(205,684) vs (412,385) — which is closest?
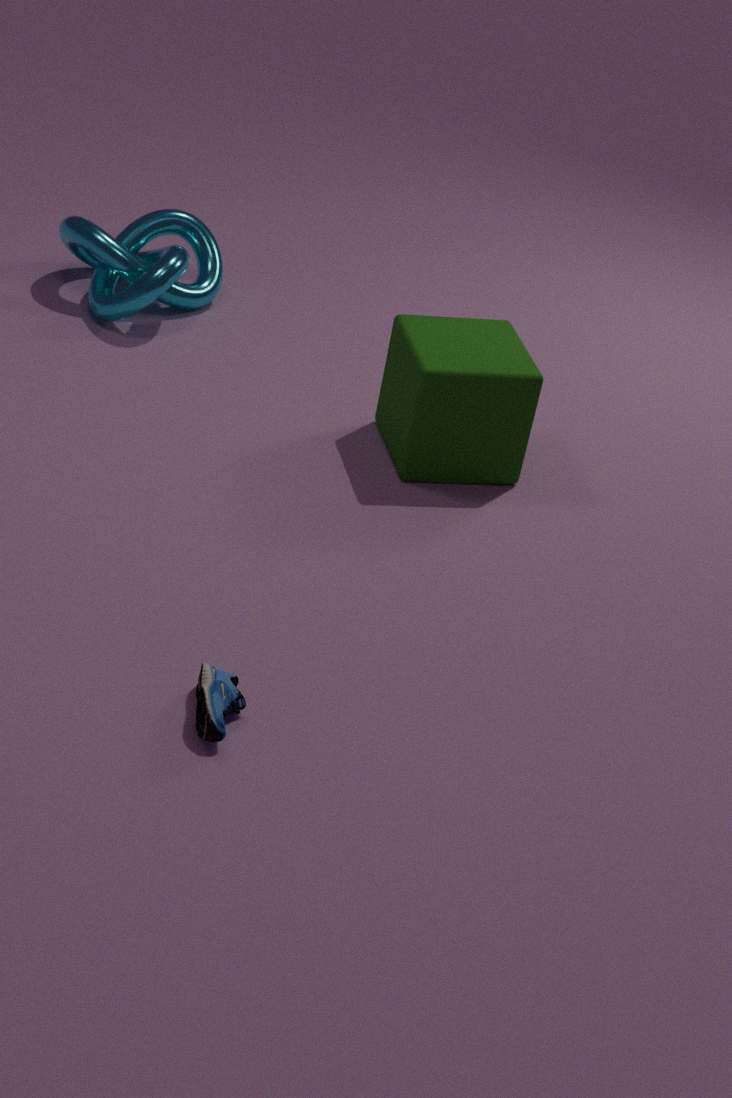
(205,684)
